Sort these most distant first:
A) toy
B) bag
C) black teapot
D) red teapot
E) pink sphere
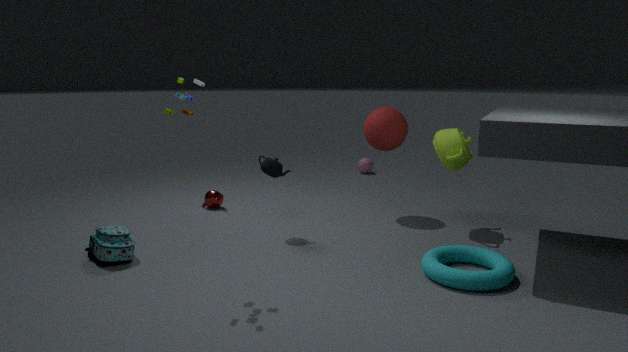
pink sphere → red teapot → black teapot → bag → toy
